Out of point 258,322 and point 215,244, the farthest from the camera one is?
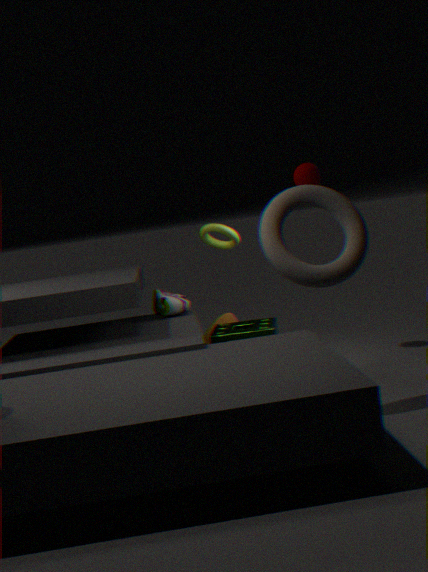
point 215,244
